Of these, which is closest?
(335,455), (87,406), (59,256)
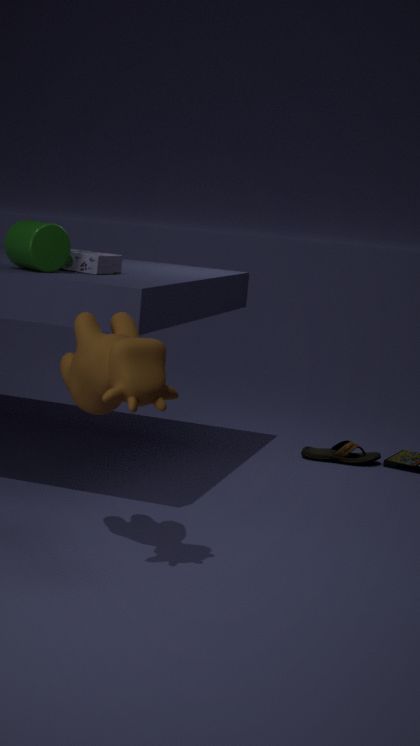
(87,406)
